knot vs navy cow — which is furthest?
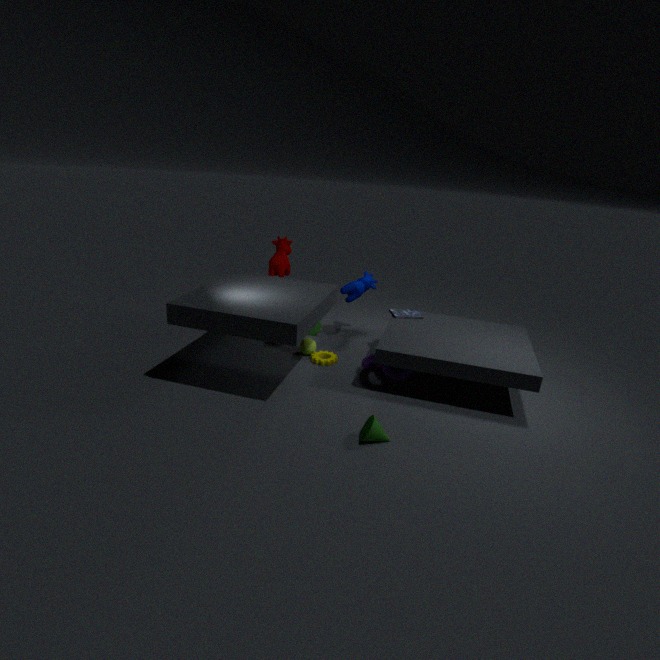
navy cow
